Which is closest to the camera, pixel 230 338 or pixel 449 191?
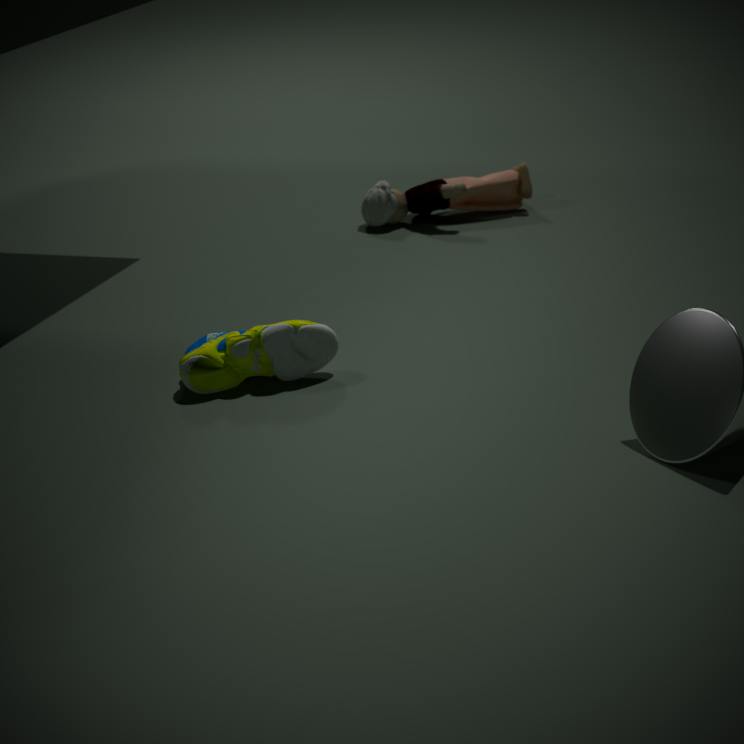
pixel 230 338
